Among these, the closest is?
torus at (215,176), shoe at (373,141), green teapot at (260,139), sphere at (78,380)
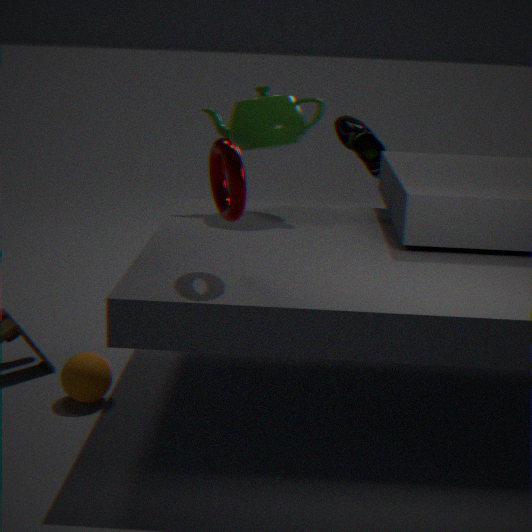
torus at (215,176)
